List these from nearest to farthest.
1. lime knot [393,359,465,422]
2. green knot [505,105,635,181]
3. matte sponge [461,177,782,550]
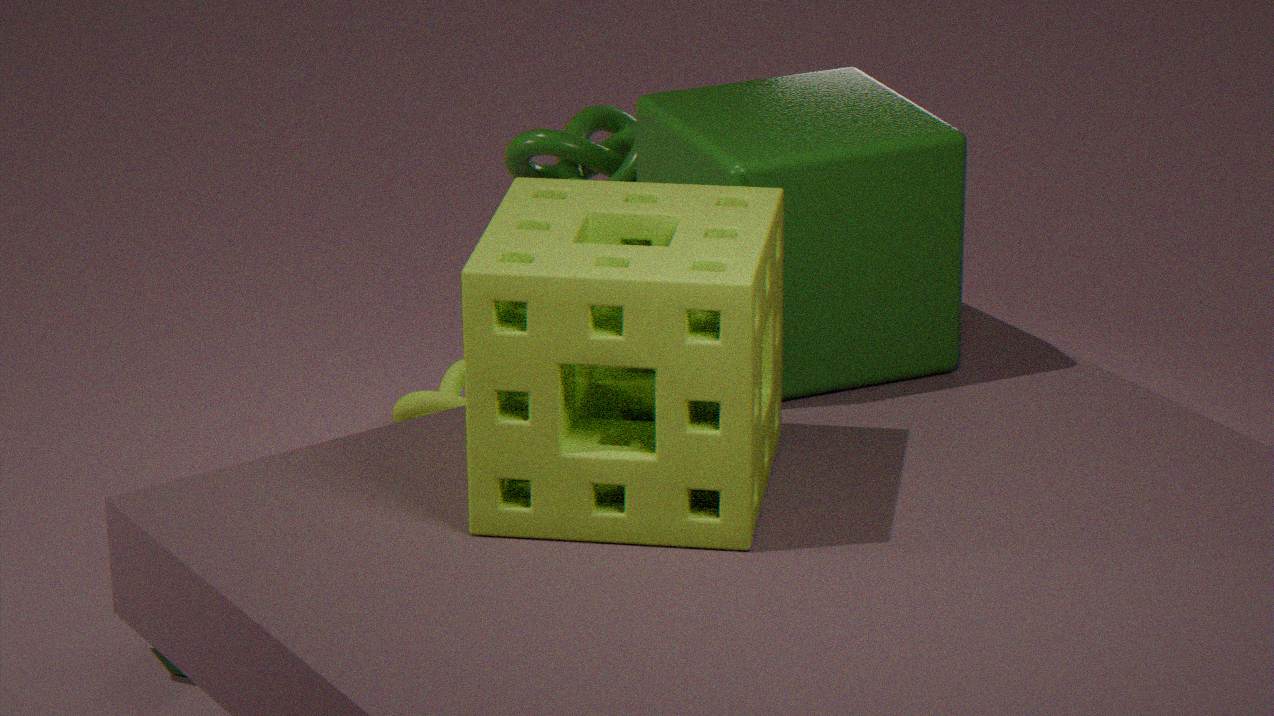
1. matte sponge [461,177,782,550]
2. green knot [505,105,635,181]
3. lime knot [393,359,465,422]
